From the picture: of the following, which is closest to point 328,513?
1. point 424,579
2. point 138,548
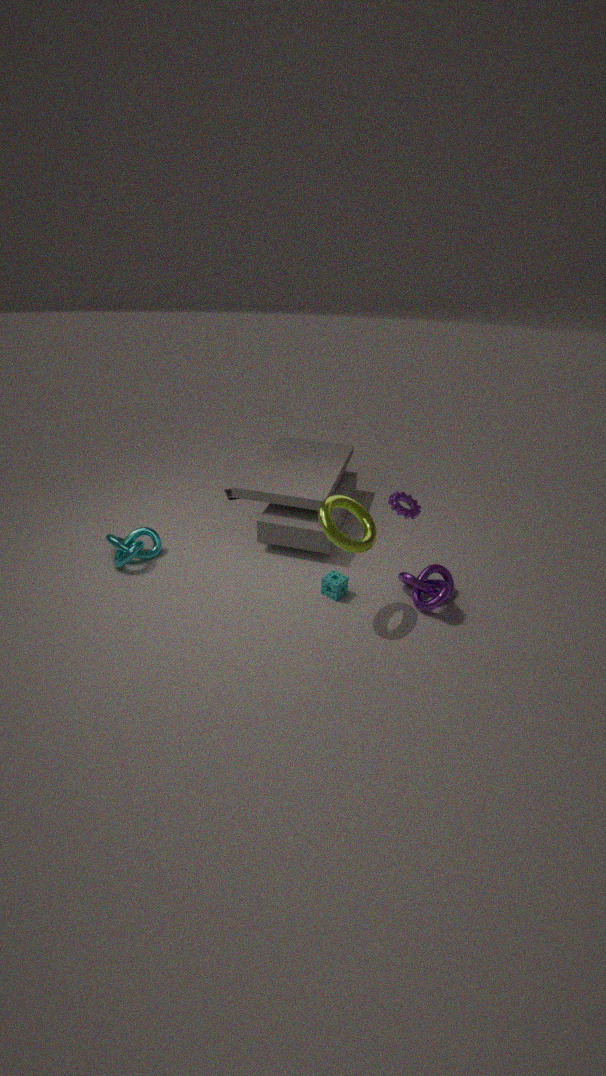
point 424,579
